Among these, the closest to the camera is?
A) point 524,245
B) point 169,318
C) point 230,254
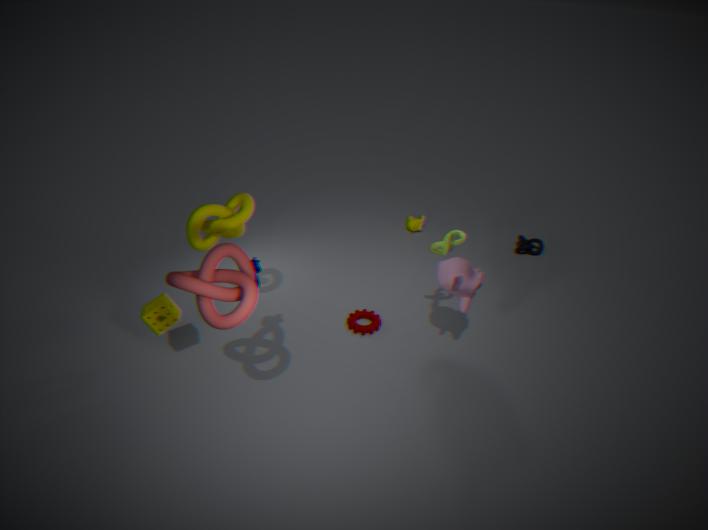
point 230,254
